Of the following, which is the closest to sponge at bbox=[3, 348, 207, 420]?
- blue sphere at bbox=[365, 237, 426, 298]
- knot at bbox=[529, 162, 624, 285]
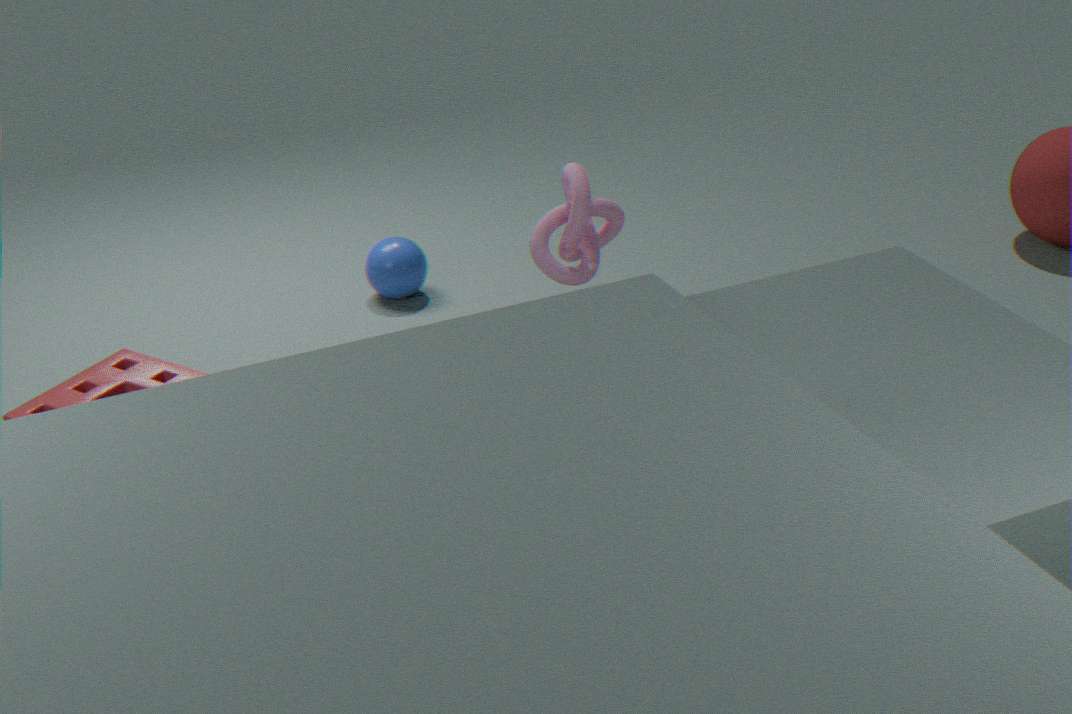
knot at bbox=[529, 162, 624, 285]
